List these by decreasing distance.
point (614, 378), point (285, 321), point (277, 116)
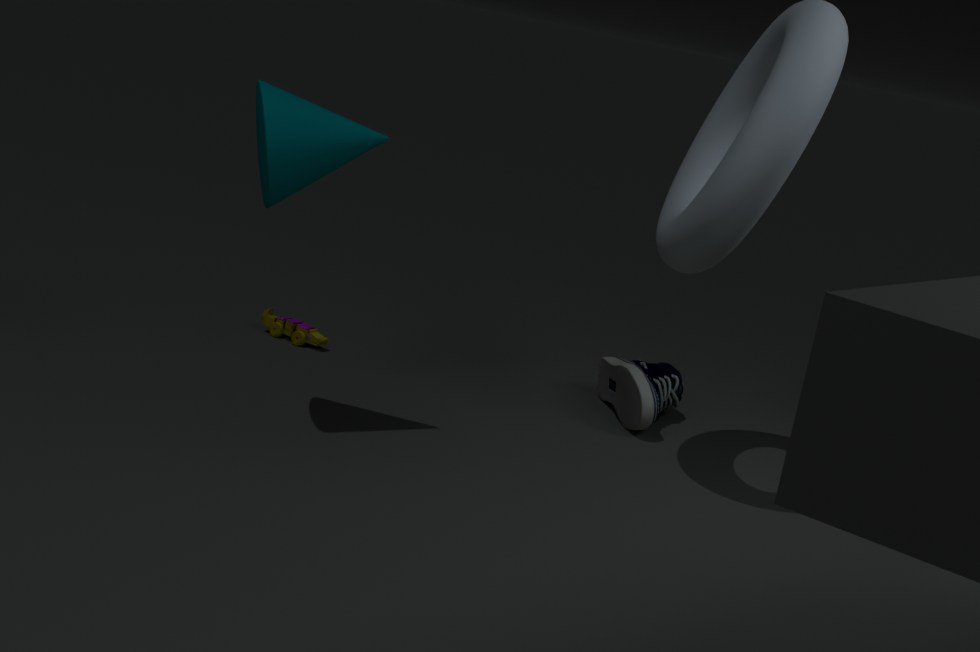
point (285, 321) < point (614, 378) < point (277, 116)
